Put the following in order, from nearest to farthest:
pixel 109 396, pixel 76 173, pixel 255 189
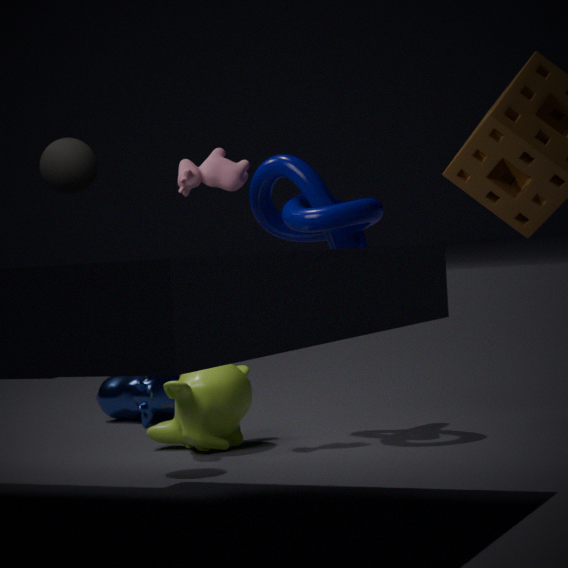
pixel 76 173 < pixel 255 189 < pixel 109 396
